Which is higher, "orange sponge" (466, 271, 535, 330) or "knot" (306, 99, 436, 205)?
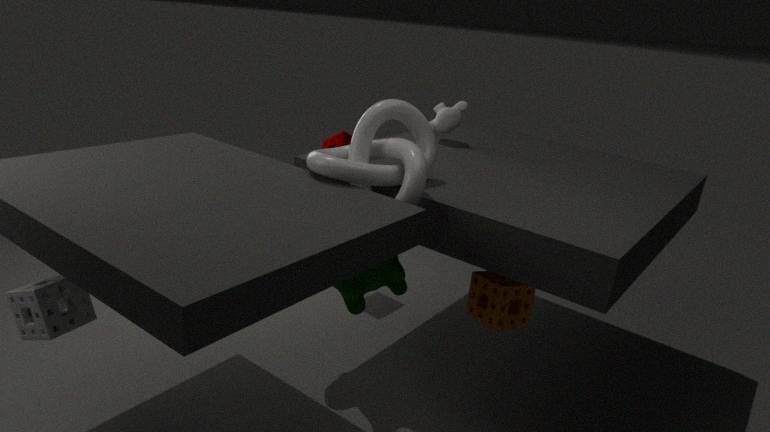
"knot" (306, 99, 436, 205)
